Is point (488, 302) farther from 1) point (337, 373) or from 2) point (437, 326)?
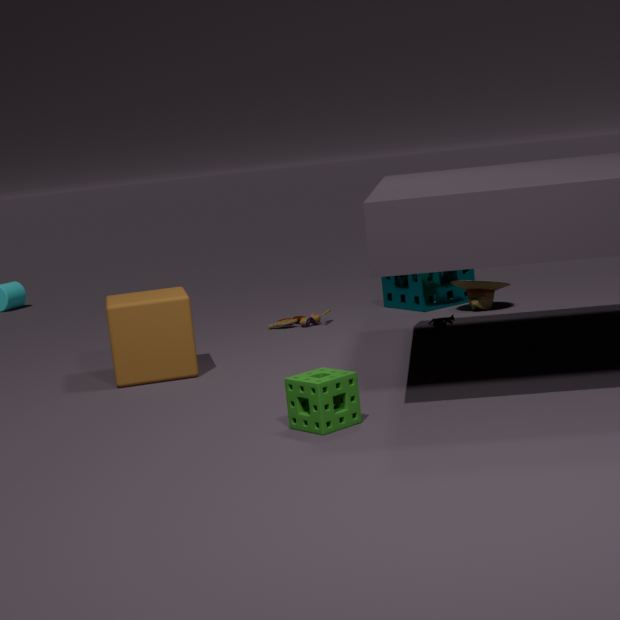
1) point (337, 373)
